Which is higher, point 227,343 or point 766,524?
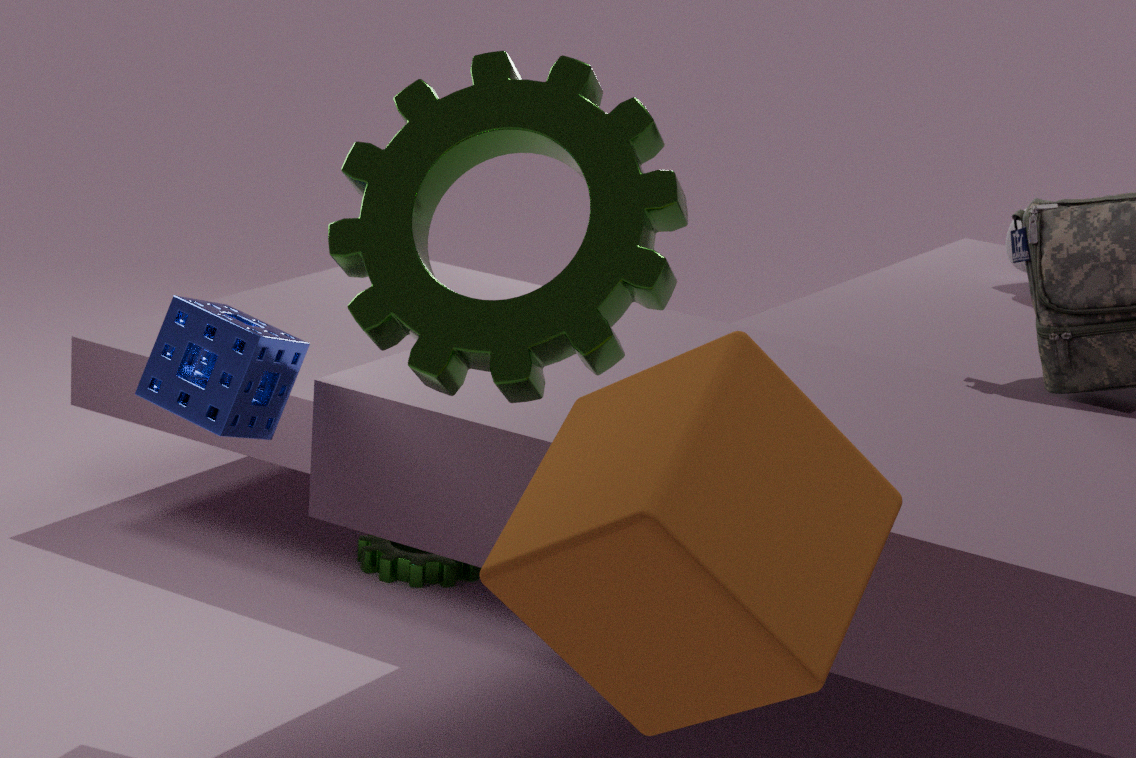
point 766,524
